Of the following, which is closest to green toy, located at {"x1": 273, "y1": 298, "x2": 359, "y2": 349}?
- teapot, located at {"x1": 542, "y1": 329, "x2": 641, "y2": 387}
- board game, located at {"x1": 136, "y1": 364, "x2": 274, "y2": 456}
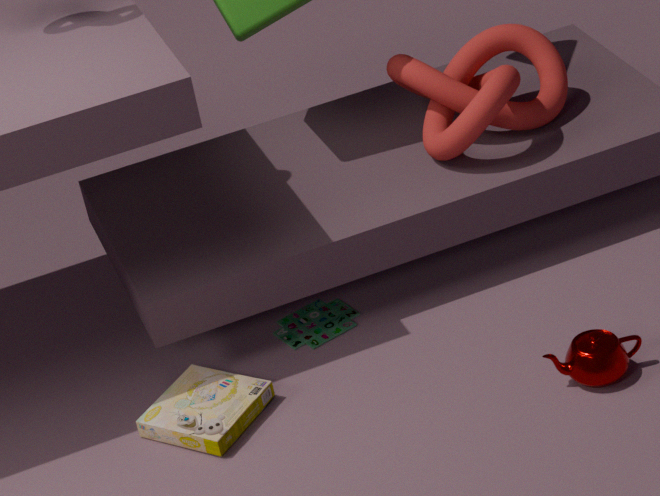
board game, located at {"x1": 136, "y1": 364, "x2": 274, "y2": 456}
